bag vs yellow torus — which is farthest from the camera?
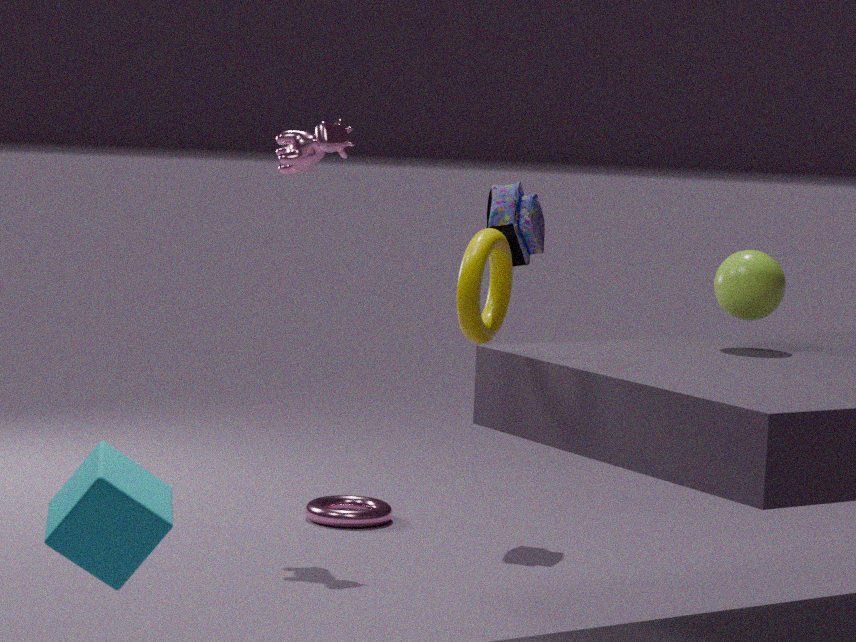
bag
